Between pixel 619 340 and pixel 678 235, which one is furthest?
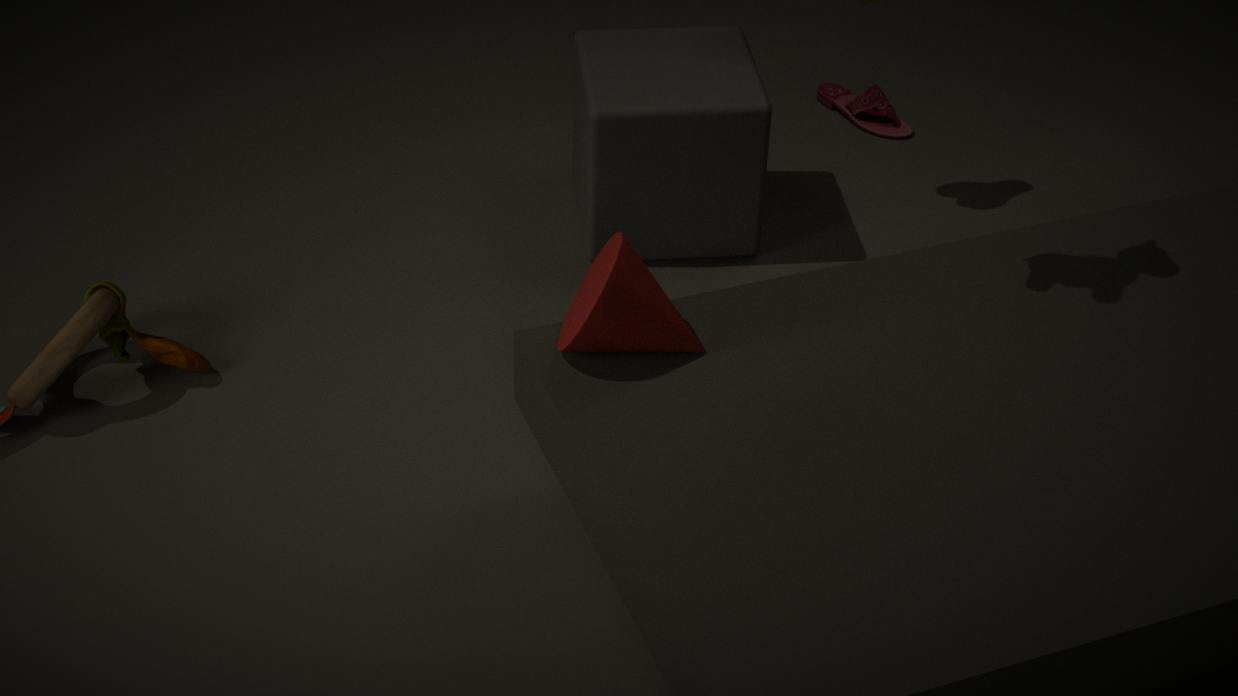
pixel 678 235
